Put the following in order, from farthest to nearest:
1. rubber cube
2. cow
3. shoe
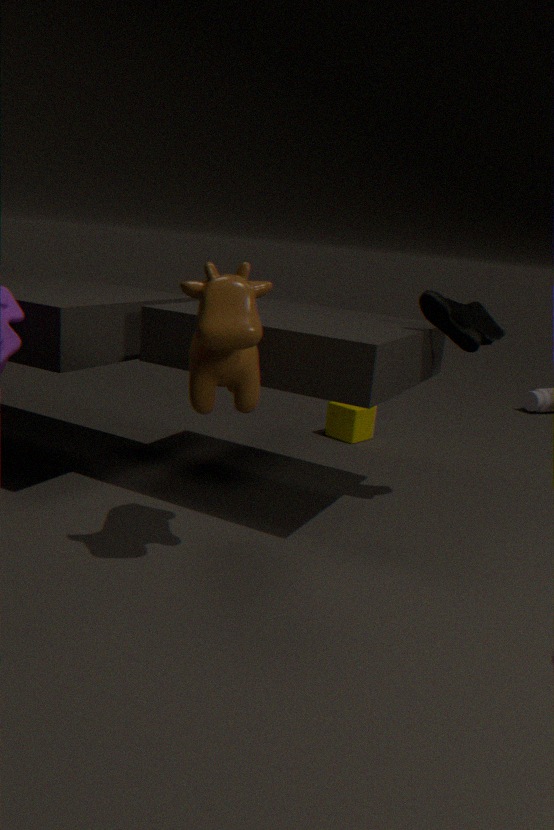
1. rubber cube
2. shoe
3. cow
